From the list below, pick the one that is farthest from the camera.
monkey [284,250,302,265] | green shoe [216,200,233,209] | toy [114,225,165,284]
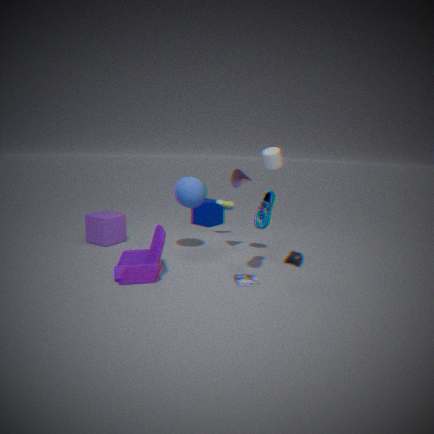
green shoe [216,200,233,209]
